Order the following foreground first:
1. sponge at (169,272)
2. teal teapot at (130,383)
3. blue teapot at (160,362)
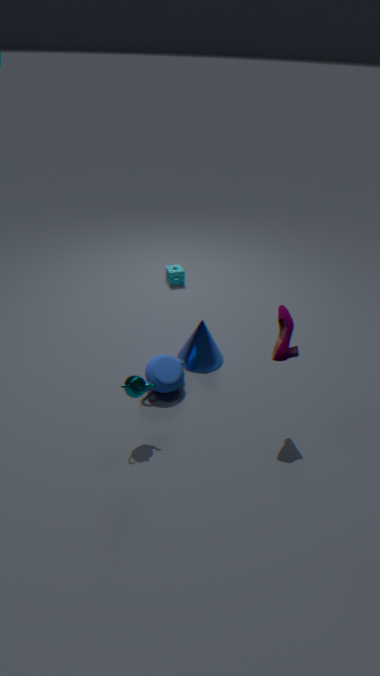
1. teal teapot at (130,383)
2. blue teapot at (160,362)
3. sponge at (169,272)
